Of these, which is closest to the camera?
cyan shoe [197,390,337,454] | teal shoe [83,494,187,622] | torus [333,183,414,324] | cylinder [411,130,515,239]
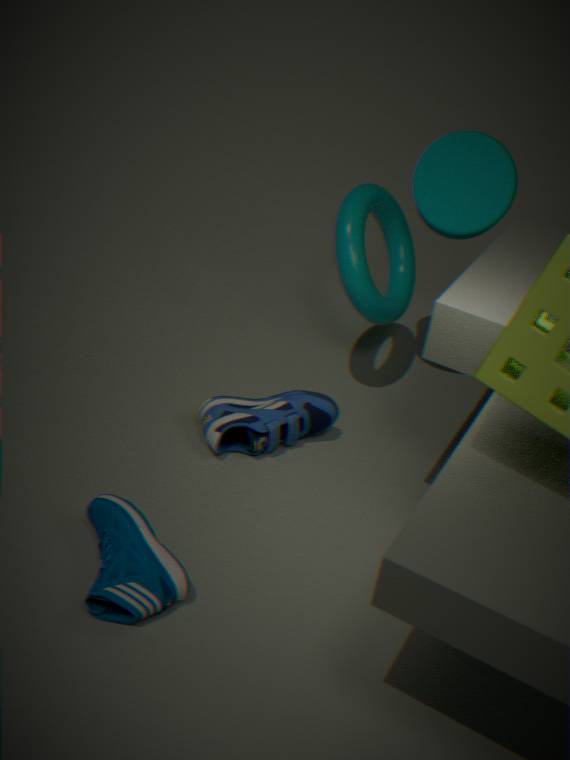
teal shoe [83,494,187,622]
